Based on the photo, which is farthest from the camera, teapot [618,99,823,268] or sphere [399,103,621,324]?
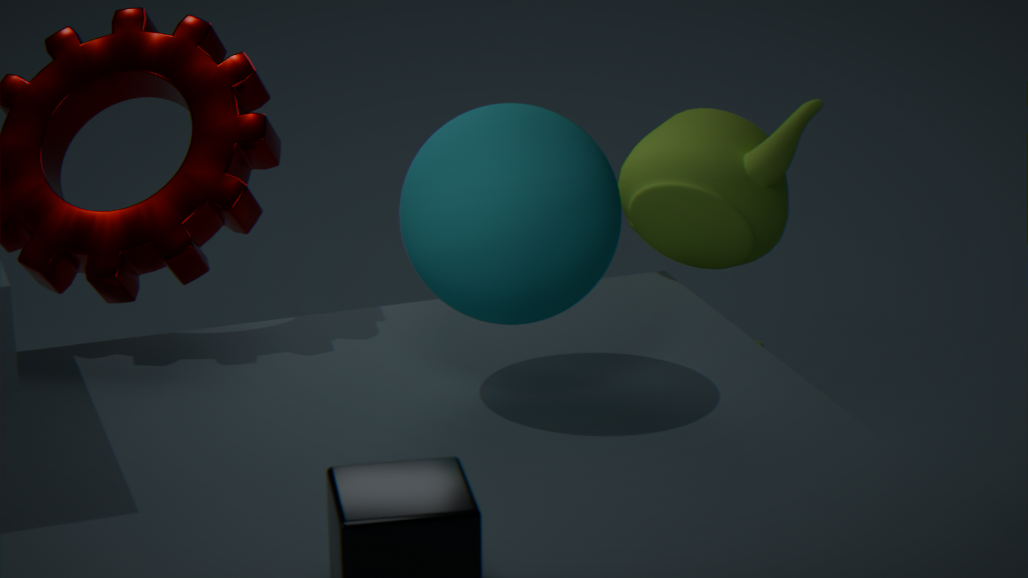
teapot [618,99,823,268]
